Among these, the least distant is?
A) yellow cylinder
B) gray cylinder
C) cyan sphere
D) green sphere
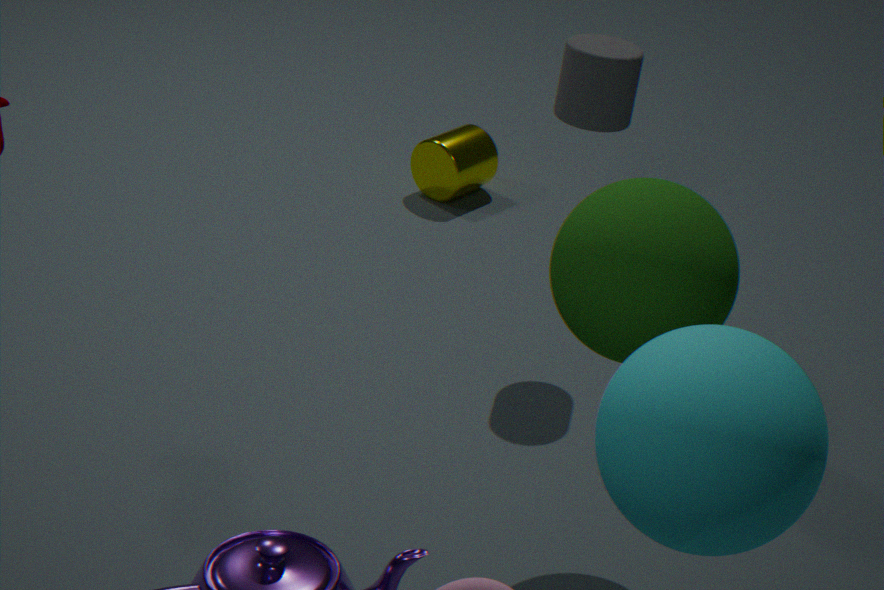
cyan sphere
